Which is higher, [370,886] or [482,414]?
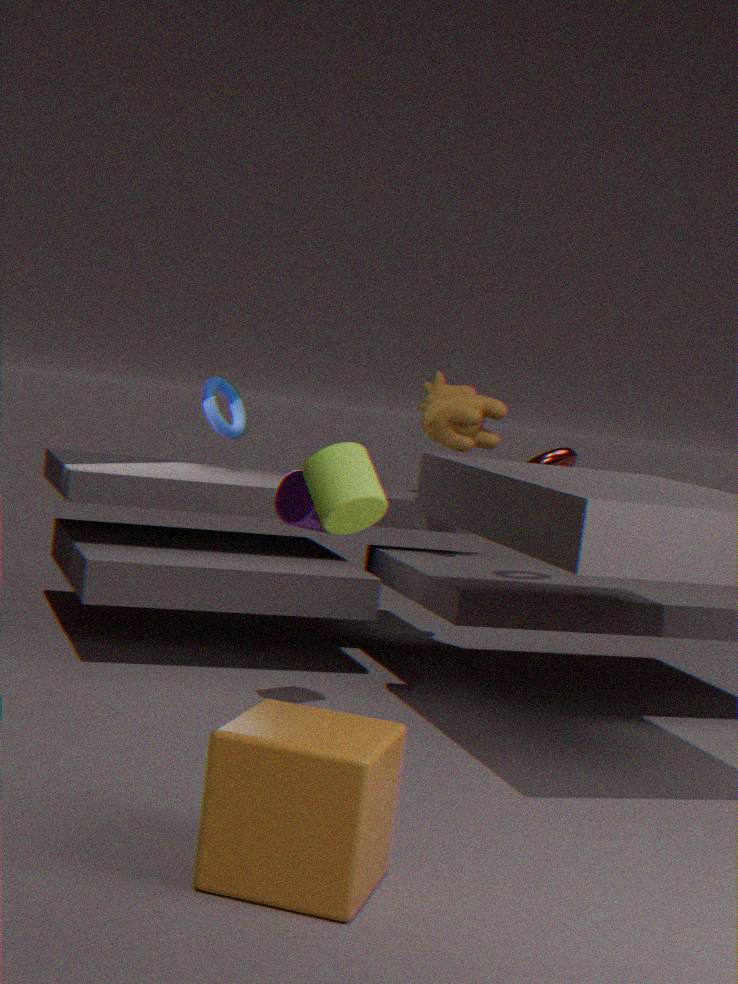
[482,414]
